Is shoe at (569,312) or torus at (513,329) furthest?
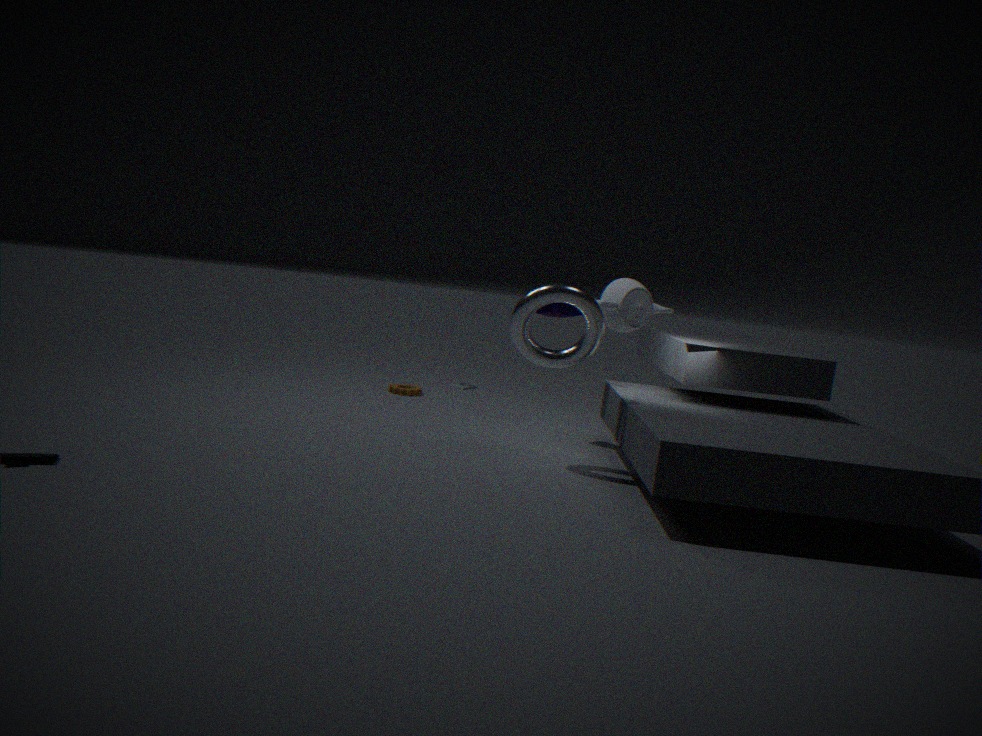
shoe at (569,312)
